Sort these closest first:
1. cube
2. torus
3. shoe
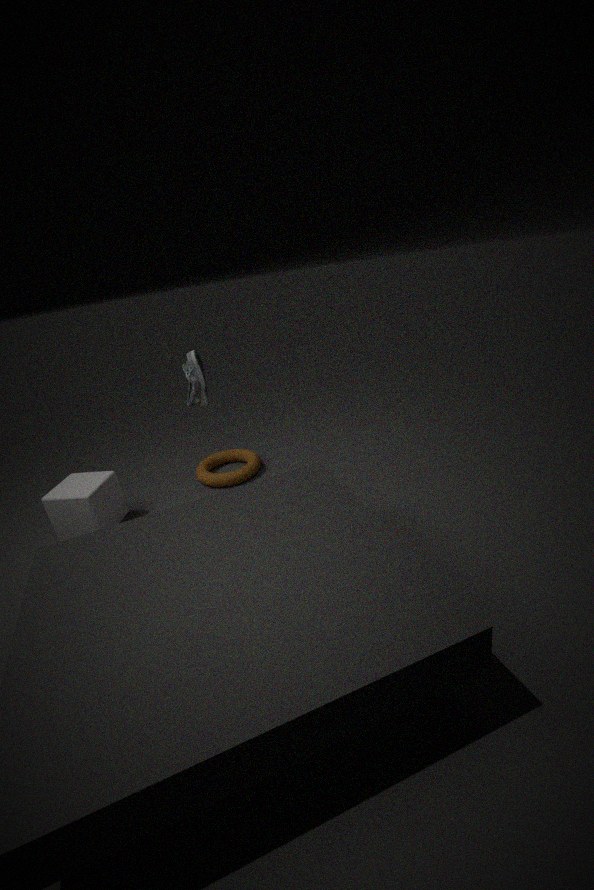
1. shoe
2. cube
3. torus
